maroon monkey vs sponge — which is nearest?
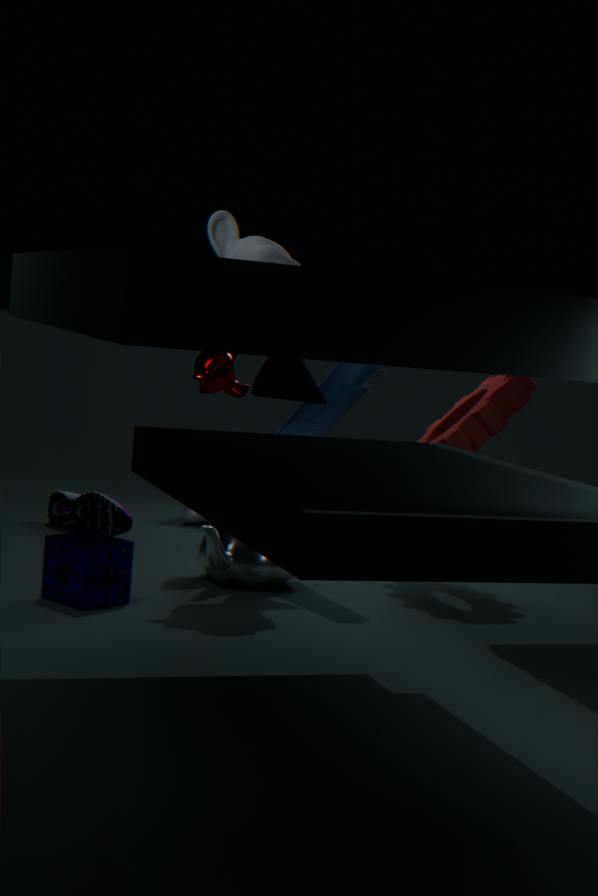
sponge
